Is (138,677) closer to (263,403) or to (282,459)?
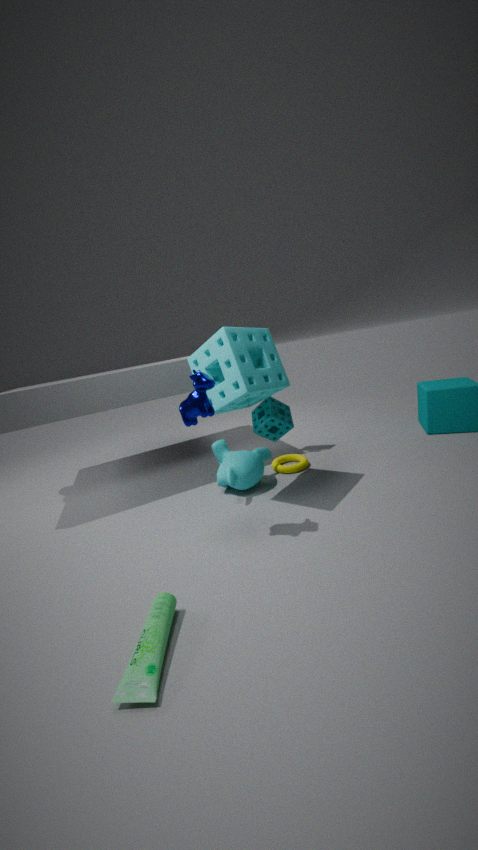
(263,403)
